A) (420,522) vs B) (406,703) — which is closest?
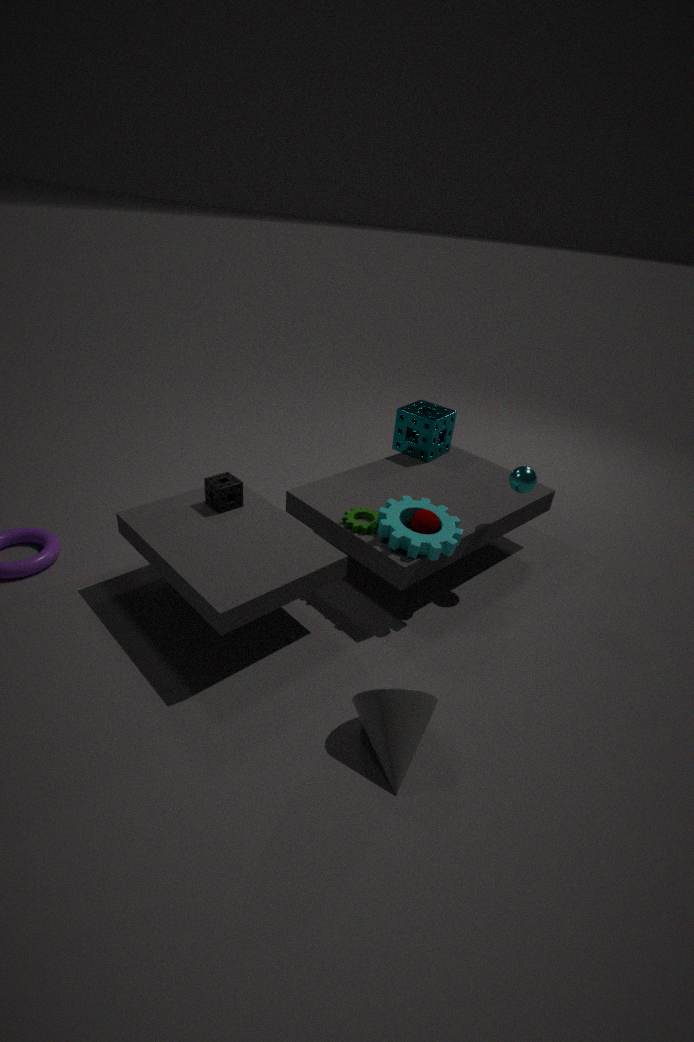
B. (406,703)
